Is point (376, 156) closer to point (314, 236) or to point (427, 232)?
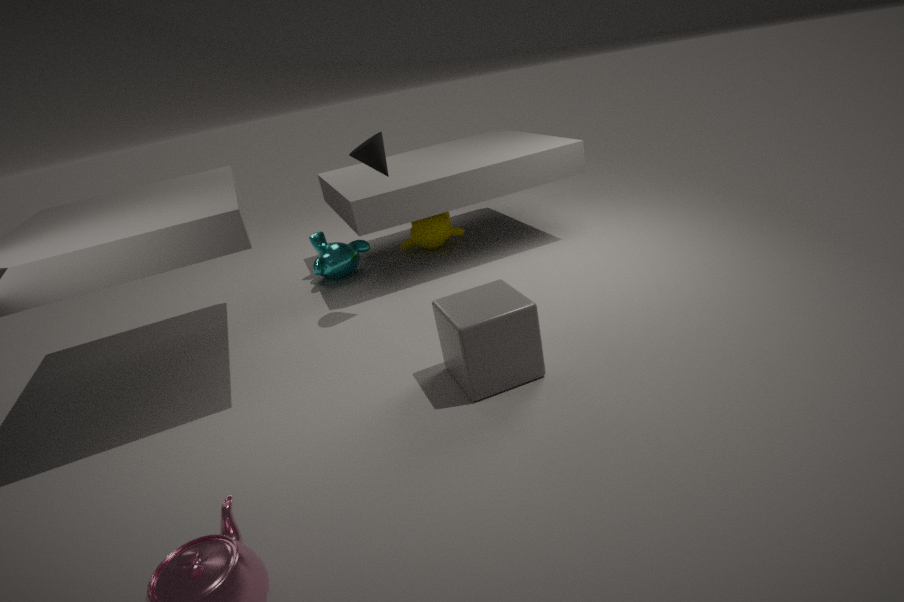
point (314, 236)
